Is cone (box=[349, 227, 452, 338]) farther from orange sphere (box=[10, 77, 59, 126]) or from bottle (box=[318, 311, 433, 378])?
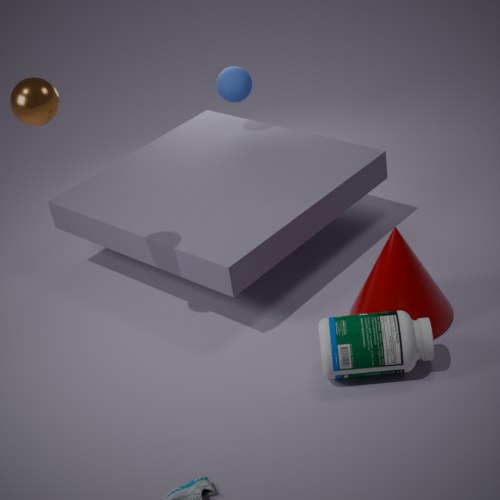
orange sphere (box=[10, 77, 59, 126])
